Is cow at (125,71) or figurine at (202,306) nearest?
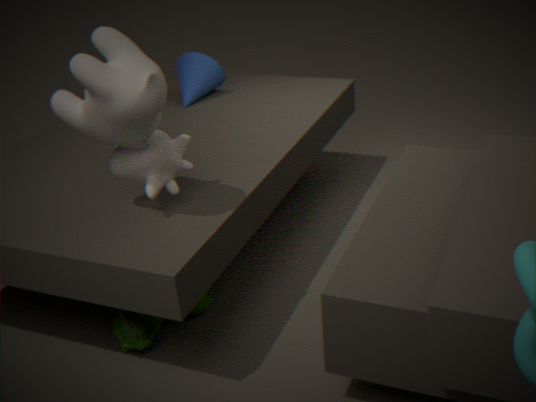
cow at (125,71)
